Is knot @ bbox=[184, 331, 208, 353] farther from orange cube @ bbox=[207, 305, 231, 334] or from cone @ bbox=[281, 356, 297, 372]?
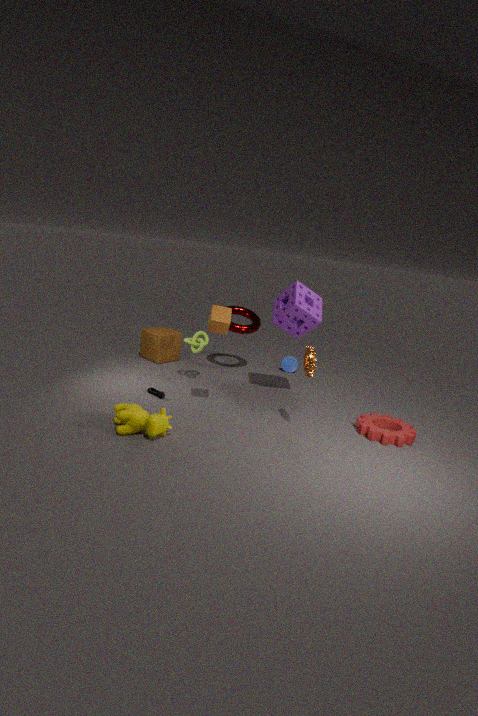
cone @ bbox=[281, 356, 297, 372]
